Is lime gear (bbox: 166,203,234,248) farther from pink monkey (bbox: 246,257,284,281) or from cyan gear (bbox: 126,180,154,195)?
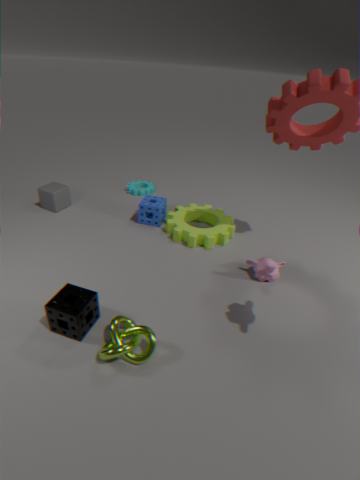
cyan gear (bbox: 126,180,154,195)
